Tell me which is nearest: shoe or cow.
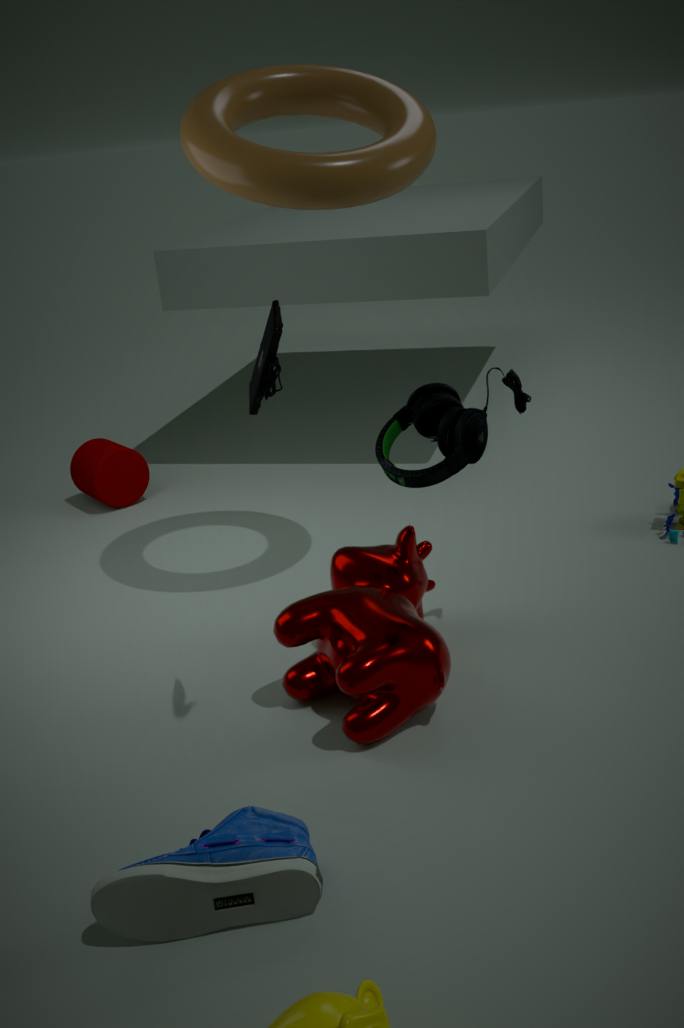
shoe
